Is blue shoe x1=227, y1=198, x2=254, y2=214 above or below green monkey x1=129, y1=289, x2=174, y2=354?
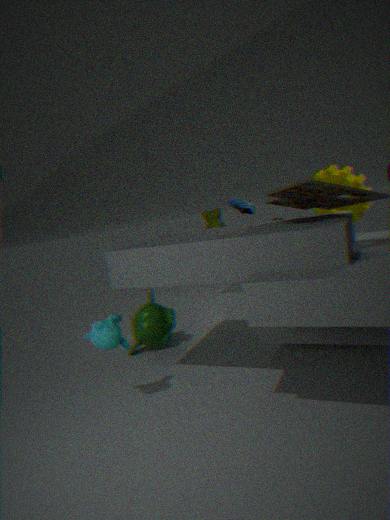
above
